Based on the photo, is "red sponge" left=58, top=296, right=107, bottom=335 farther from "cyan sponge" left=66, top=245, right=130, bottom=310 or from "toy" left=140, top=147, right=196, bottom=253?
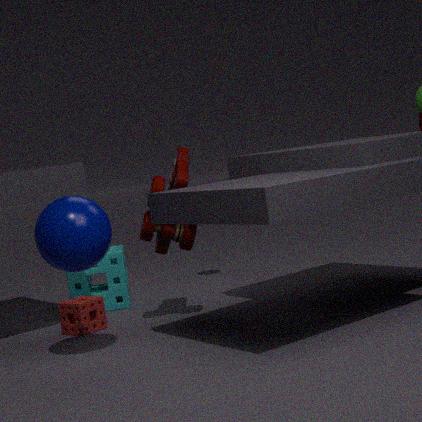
"toy" left=140, top=147, right=196, bottom=253
